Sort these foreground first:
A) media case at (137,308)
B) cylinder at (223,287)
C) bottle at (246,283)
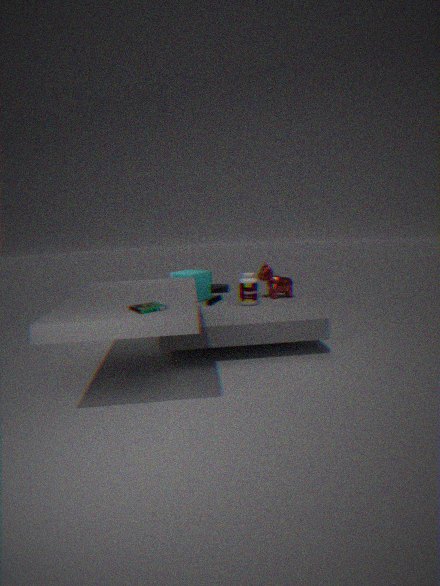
1. A. media case at (137,308)
2. C. bottle at (246,283)
3. B. cylinder at (223,287)
